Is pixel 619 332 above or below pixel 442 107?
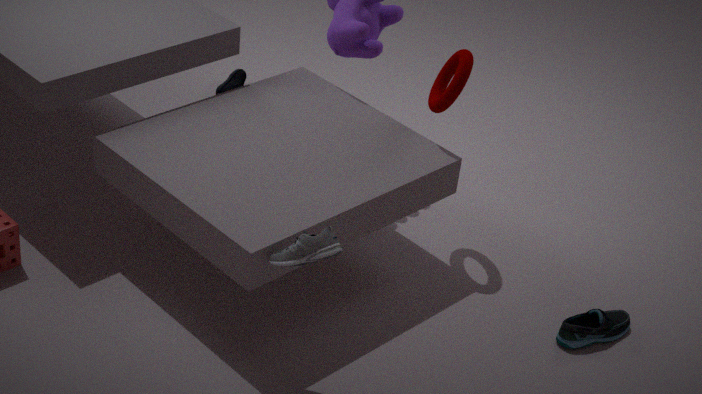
below
